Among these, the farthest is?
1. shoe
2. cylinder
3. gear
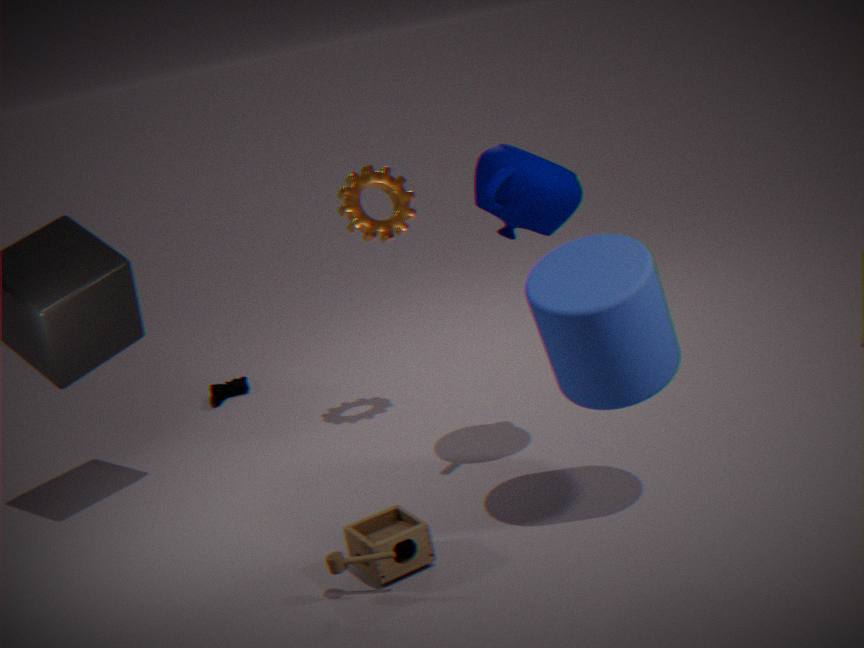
shoe
